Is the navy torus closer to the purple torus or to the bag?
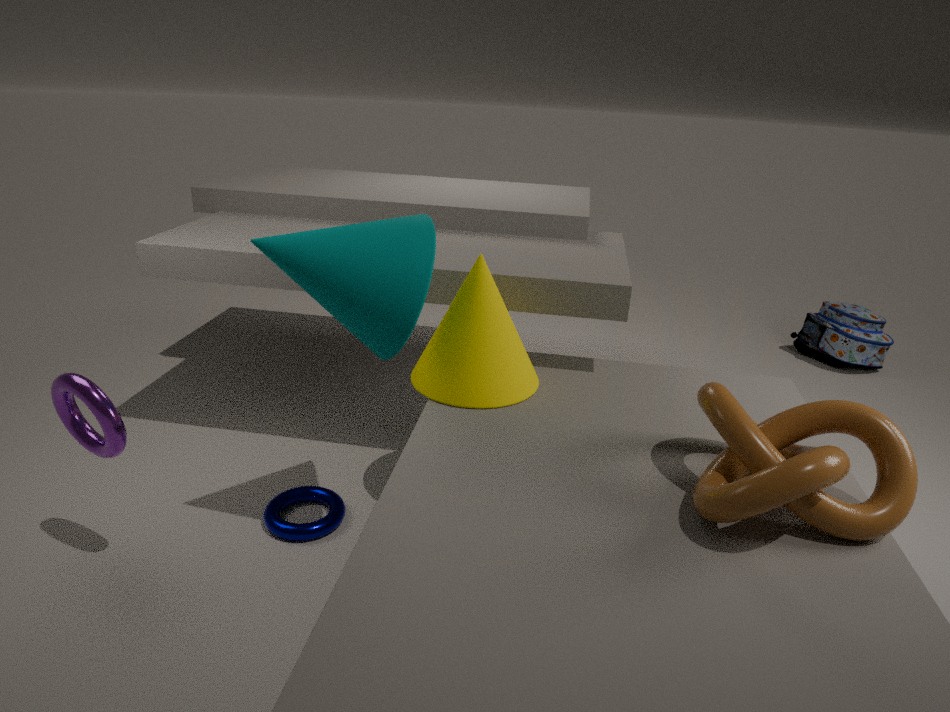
the purple torus
